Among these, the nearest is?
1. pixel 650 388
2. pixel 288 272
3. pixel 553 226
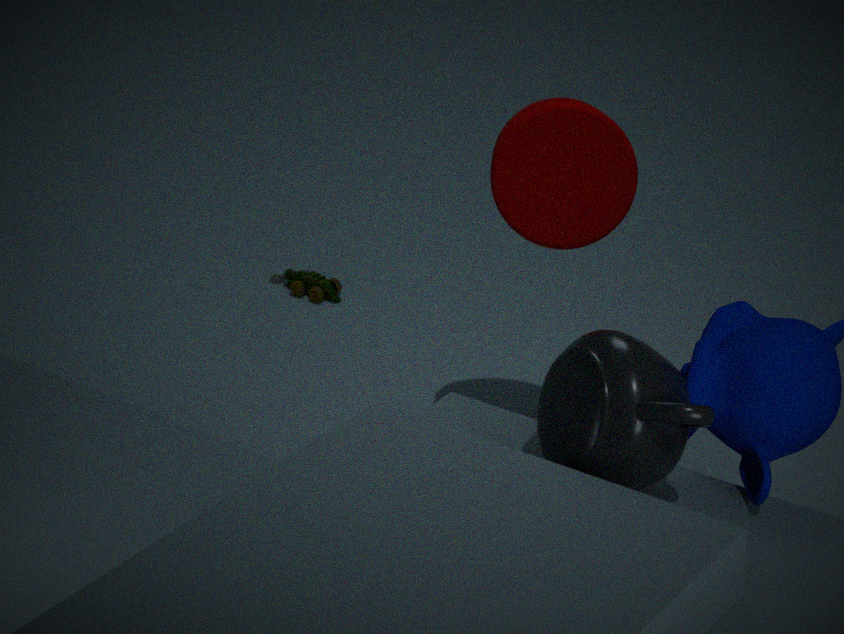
pixel 650 388
